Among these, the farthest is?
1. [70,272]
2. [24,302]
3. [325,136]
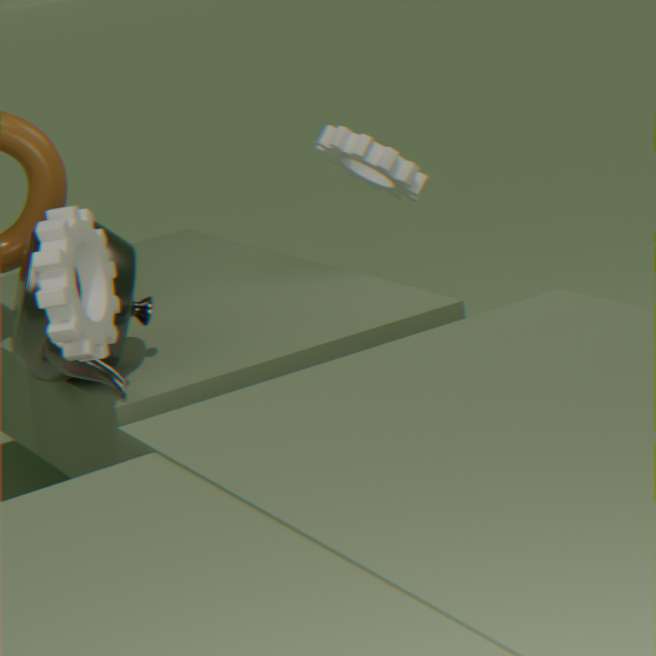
[325,136]
